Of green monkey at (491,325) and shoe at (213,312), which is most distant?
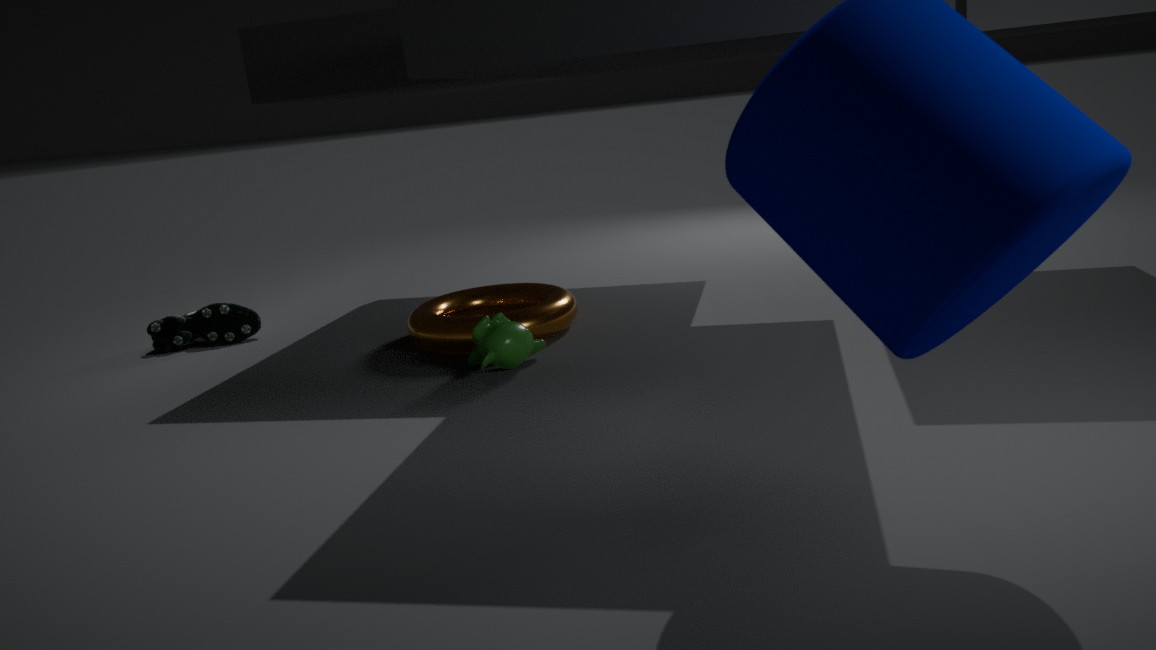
shoe at (213,312)
